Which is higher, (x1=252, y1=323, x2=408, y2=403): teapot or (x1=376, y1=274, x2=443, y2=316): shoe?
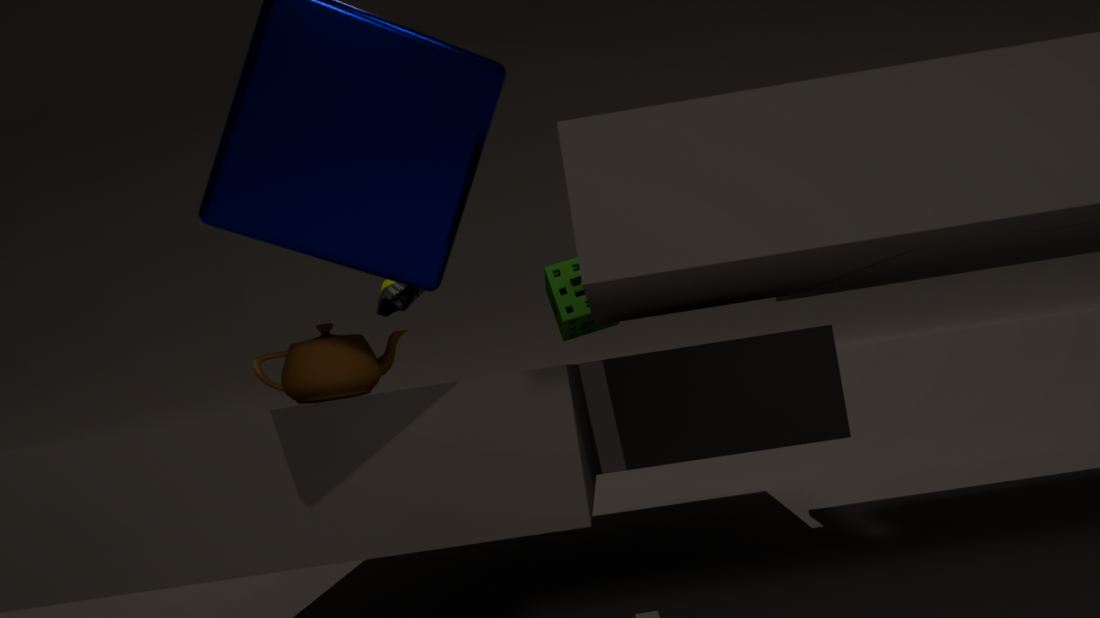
(x1=376, y1=274, x2=443, y2=316): shoe
